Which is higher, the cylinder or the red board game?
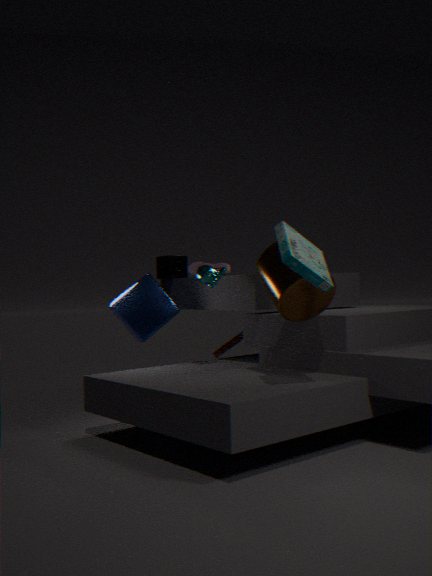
the cylinder
